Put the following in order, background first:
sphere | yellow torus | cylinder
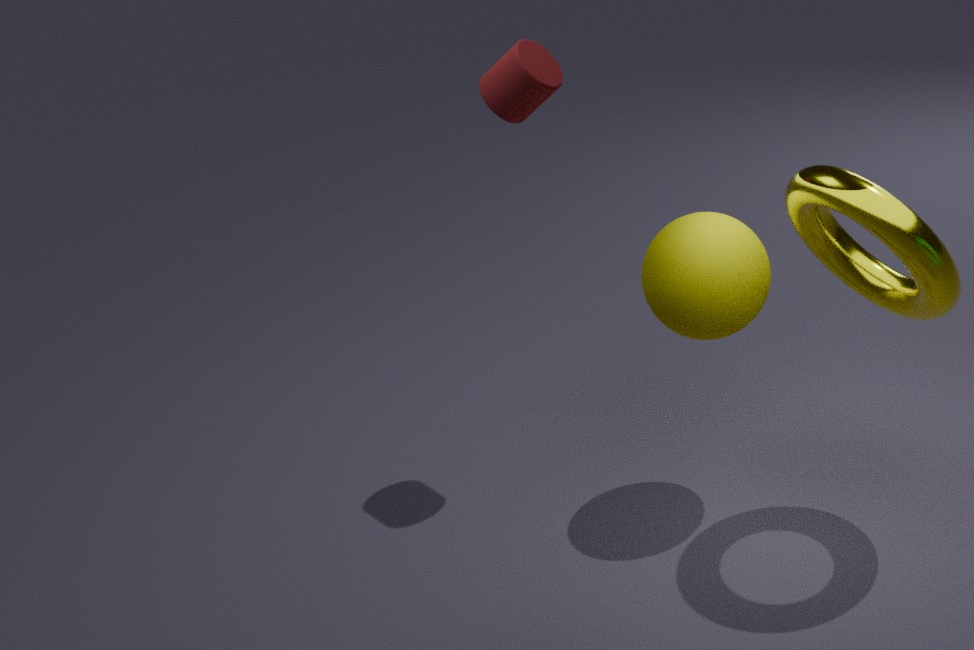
cylinder → sphere → yellow torus
